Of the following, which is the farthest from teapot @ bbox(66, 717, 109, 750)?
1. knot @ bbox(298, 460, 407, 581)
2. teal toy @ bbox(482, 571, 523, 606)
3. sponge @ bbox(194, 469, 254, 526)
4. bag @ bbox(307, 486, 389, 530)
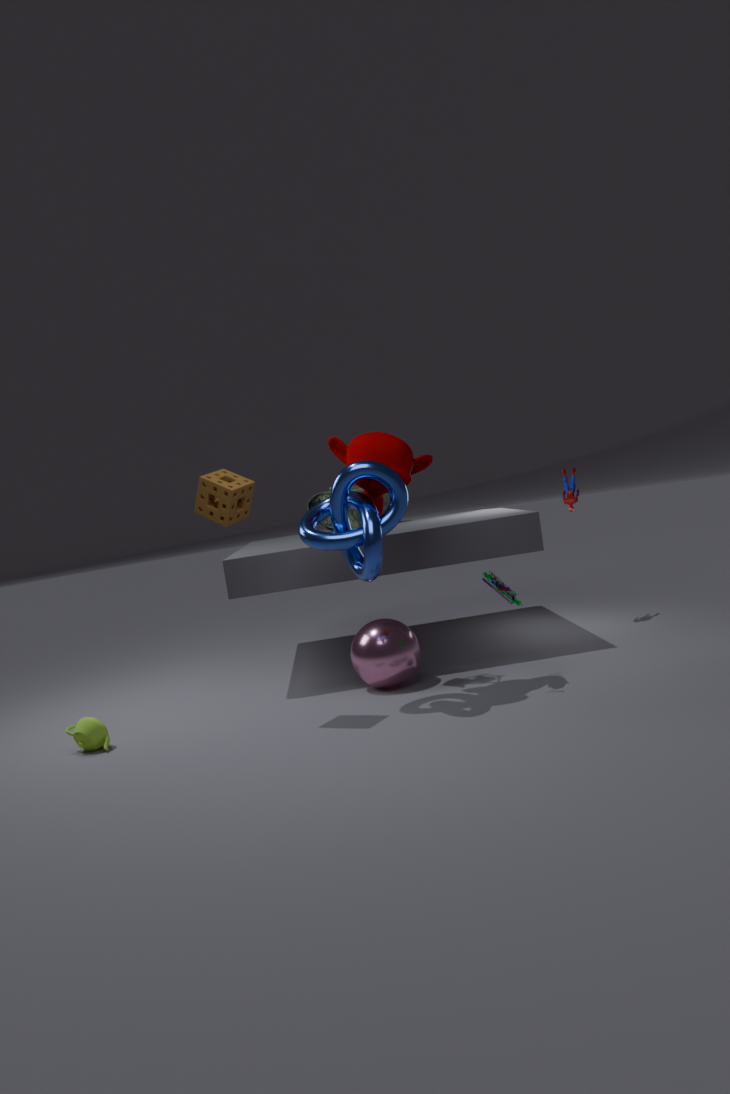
bag @ bbox(307, 486, 389, 530)
